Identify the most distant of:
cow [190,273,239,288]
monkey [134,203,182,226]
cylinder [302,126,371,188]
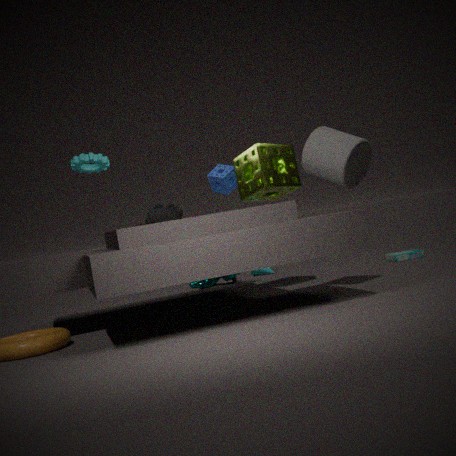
cow [190,273,239,288]
